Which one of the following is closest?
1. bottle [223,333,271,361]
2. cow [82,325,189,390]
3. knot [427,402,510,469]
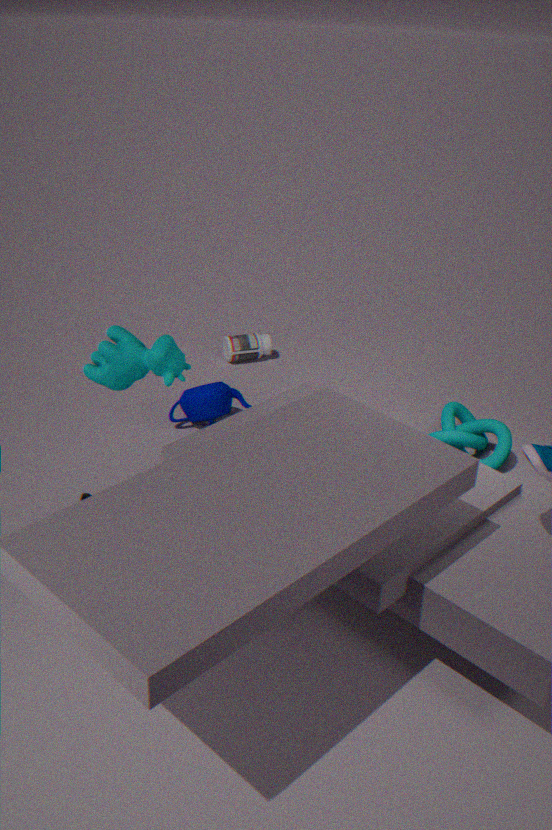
cow [82,325,189,390]
